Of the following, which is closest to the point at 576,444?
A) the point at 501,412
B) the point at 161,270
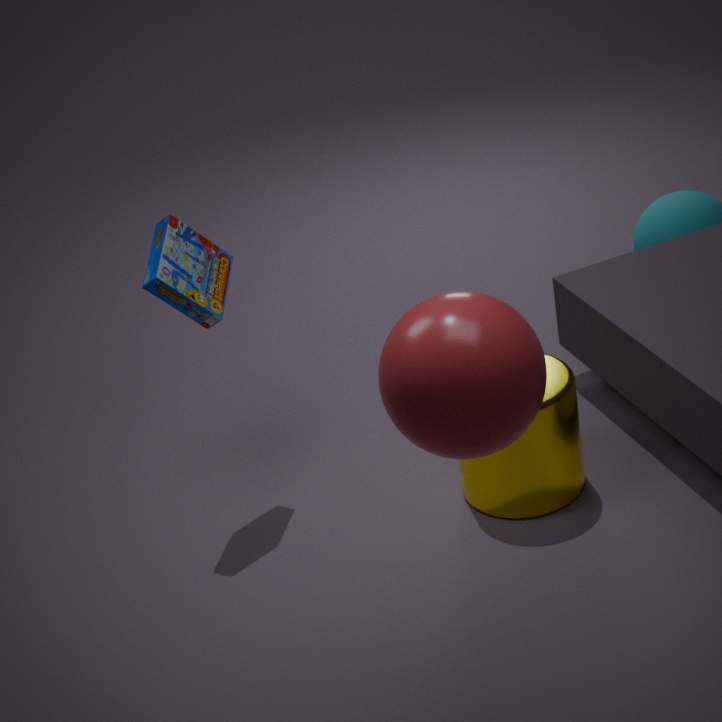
the point at 161,270
